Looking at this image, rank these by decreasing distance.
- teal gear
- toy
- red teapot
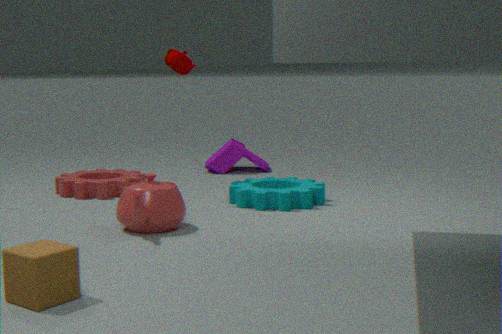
toy < teal gear < red teapot
